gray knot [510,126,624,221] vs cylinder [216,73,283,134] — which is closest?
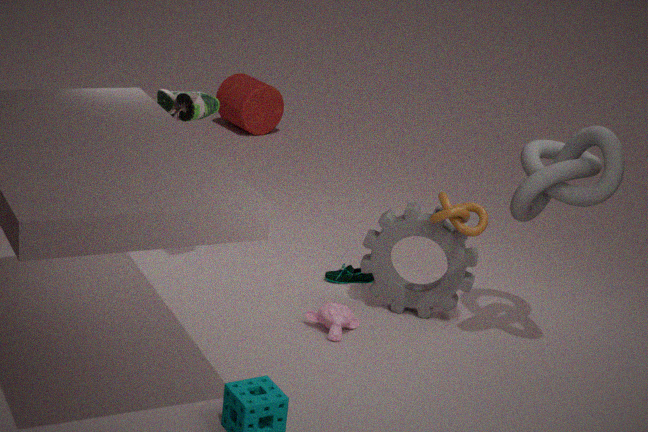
gray knot [510,126,624,221]
